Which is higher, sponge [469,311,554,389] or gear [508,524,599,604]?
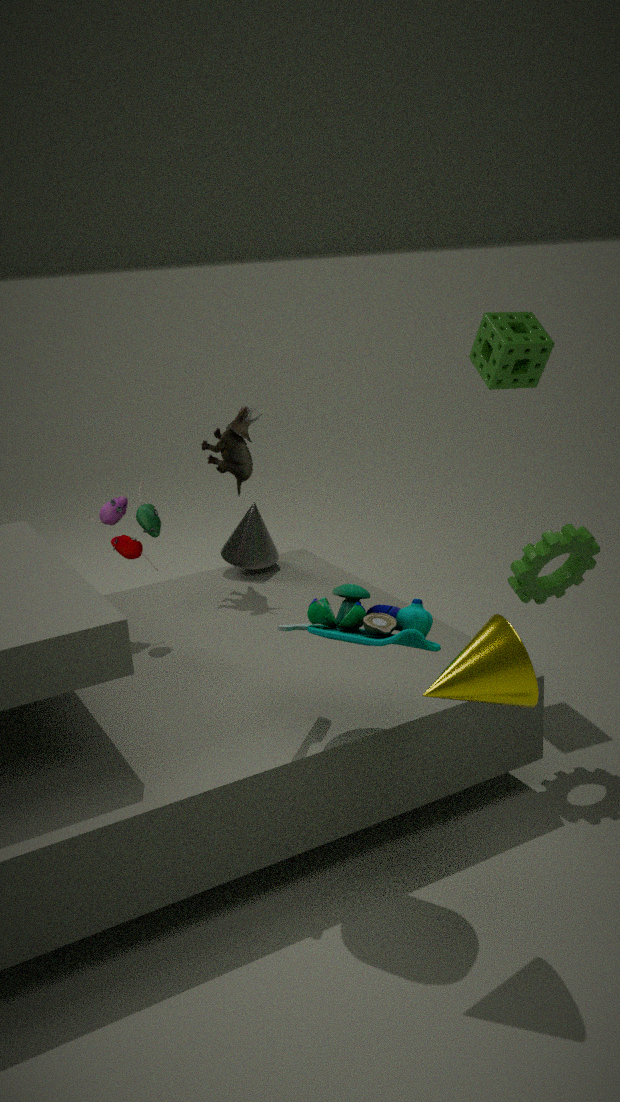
sponge [469,311,554,389]
